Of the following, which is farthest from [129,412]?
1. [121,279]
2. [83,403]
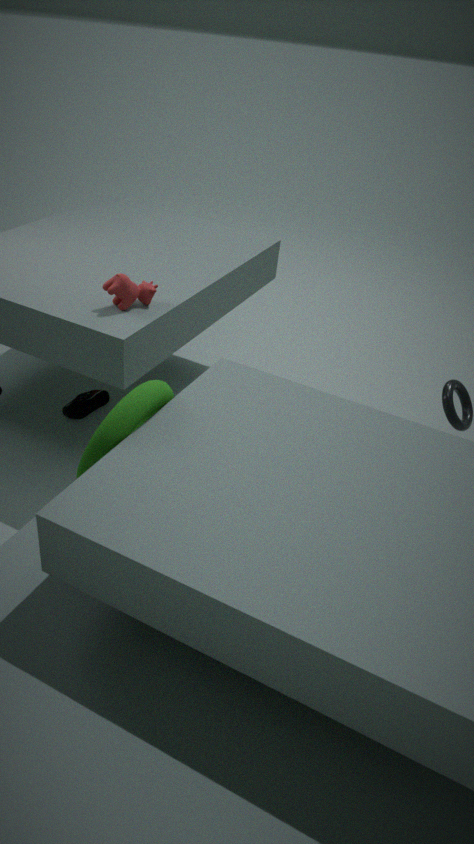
[83,403]
